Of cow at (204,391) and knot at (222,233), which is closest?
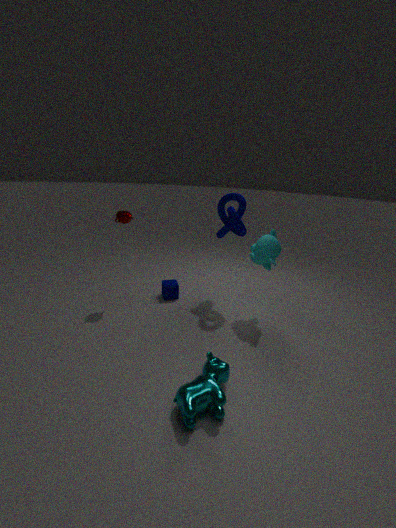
cow at (204,391)
